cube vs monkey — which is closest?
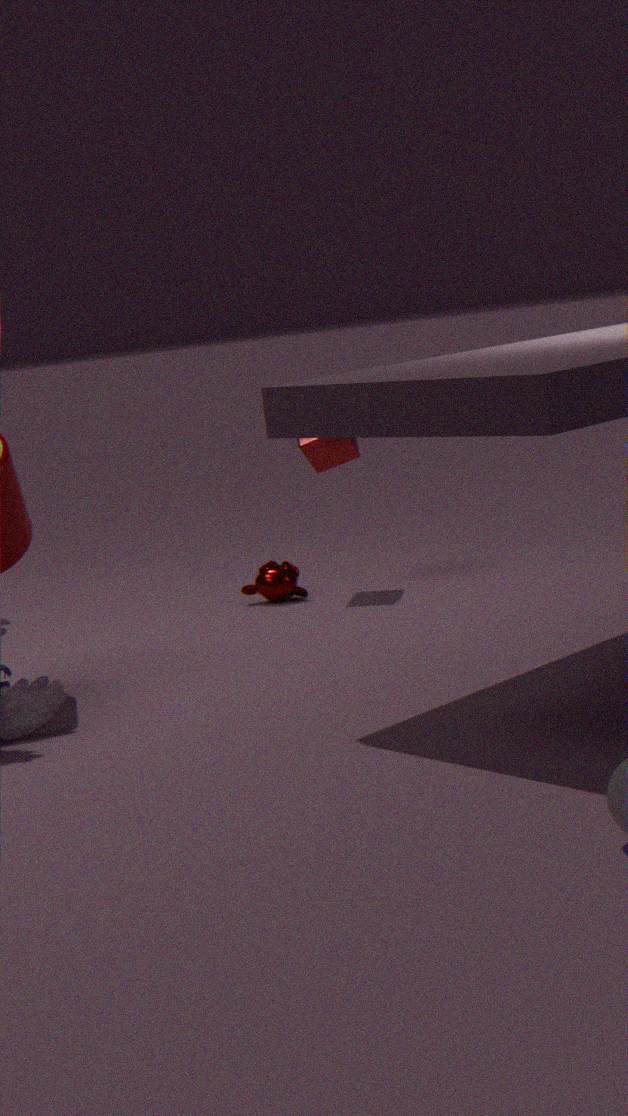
cube
